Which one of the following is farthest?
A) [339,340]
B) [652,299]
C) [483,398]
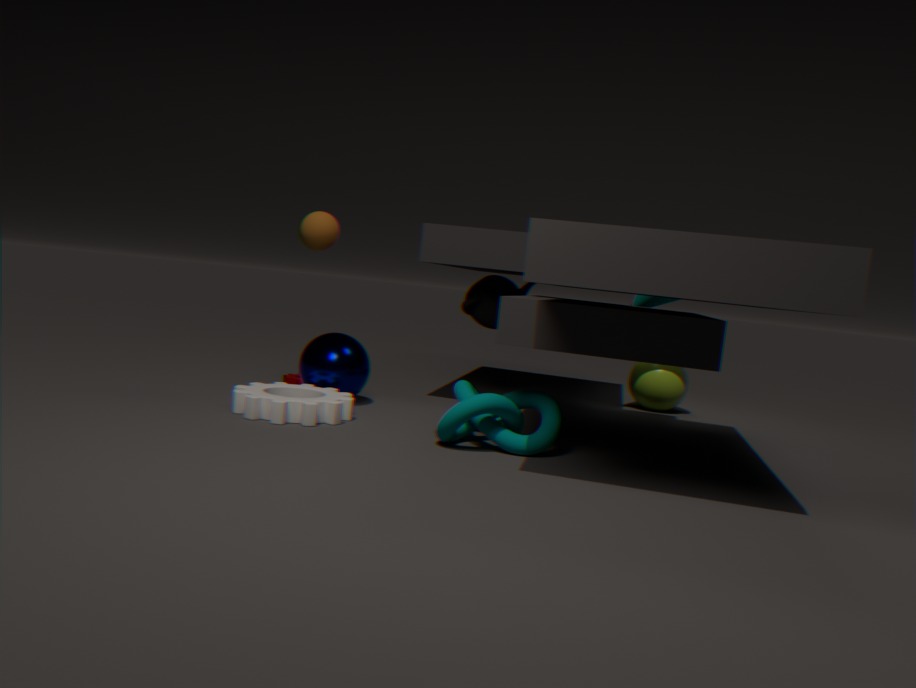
[652,299]
